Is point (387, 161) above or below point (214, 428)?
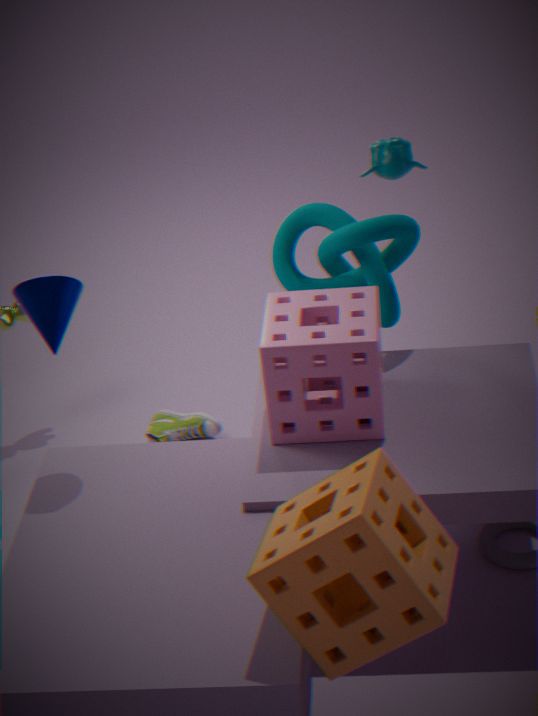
above
